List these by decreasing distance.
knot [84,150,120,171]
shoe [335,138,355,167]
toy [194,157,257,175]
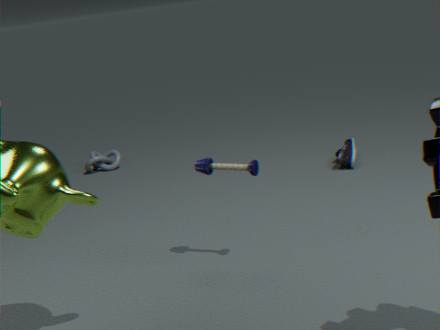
knot [84,150,120,171] < shoe [335,138,355,167] < toy [194,157,257,175]
